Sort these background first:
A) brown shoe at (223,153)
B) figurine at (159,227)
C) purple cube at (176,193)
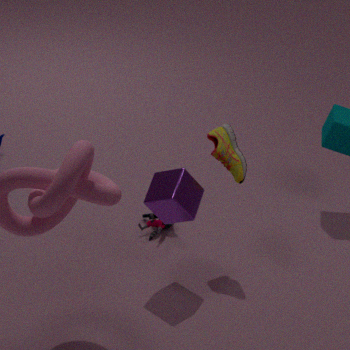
figurine at (159,227)
brown shoe at (223,153)
purple cube at (176,193)
